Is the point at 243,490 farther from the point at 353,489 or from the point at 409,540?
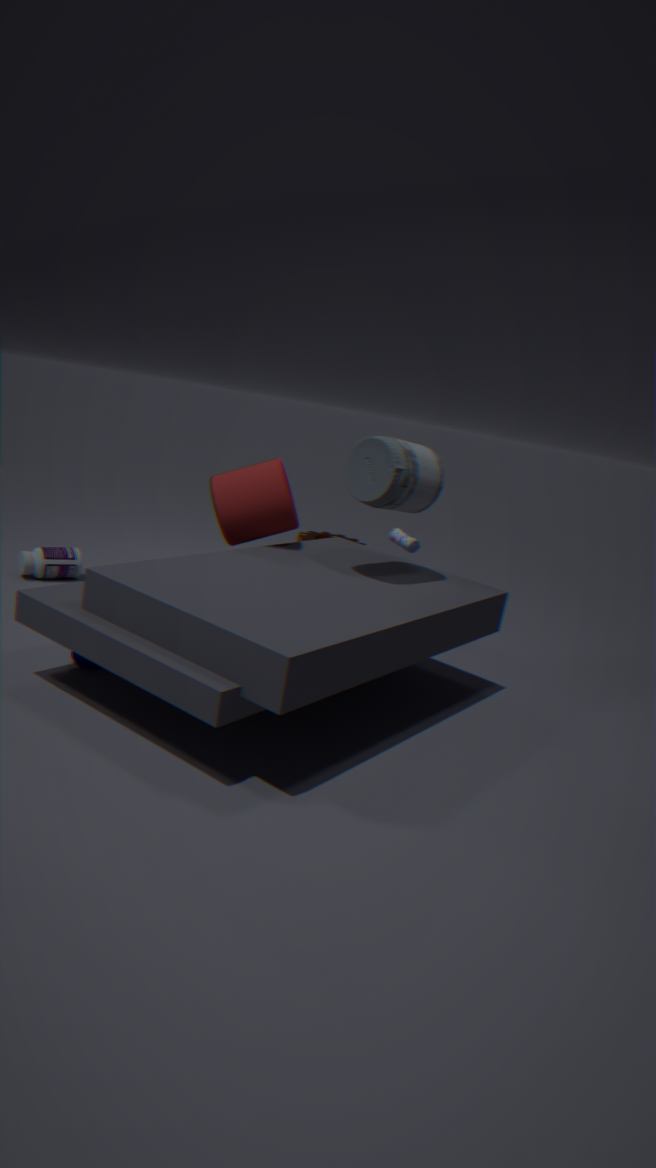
the point at 409,540
